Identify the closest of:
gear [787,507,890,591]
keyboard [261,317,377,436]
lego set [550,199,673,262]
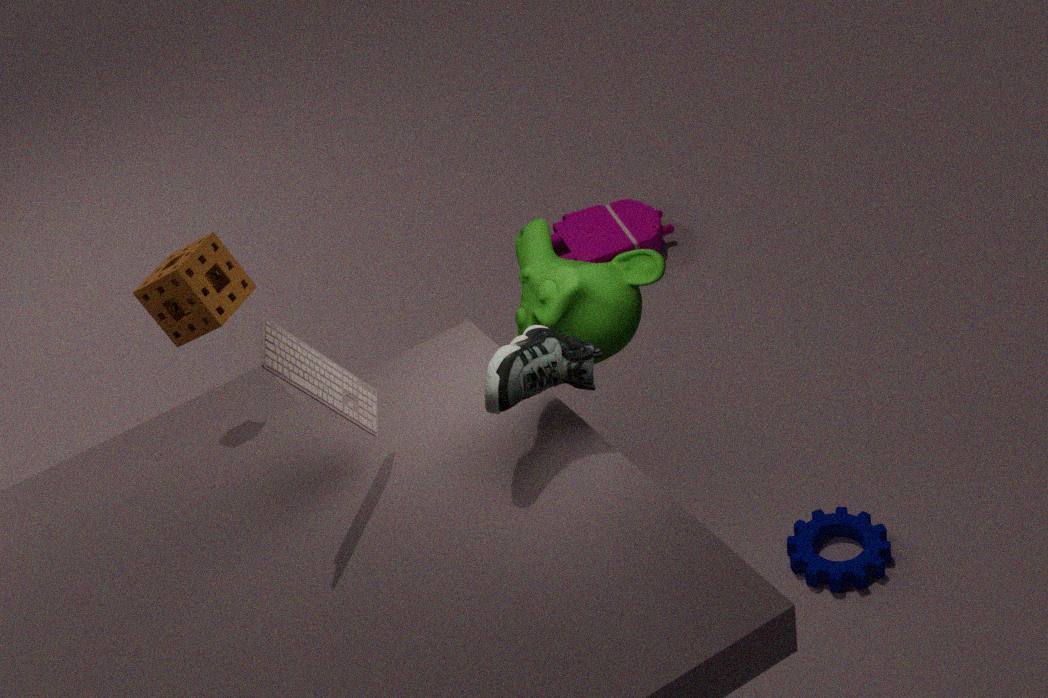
keyboard [261,317,377,436]
